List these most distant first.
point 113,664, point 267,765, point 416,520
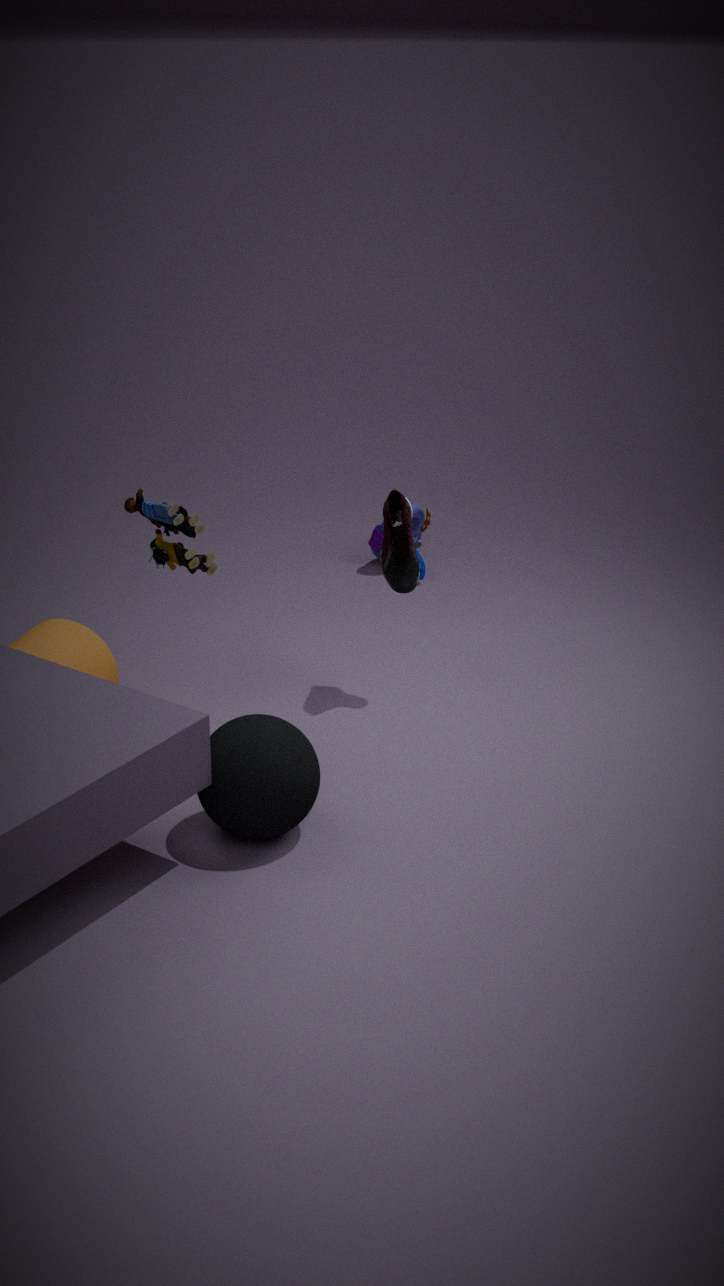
point 416,520, point 113,664, point 267,765
